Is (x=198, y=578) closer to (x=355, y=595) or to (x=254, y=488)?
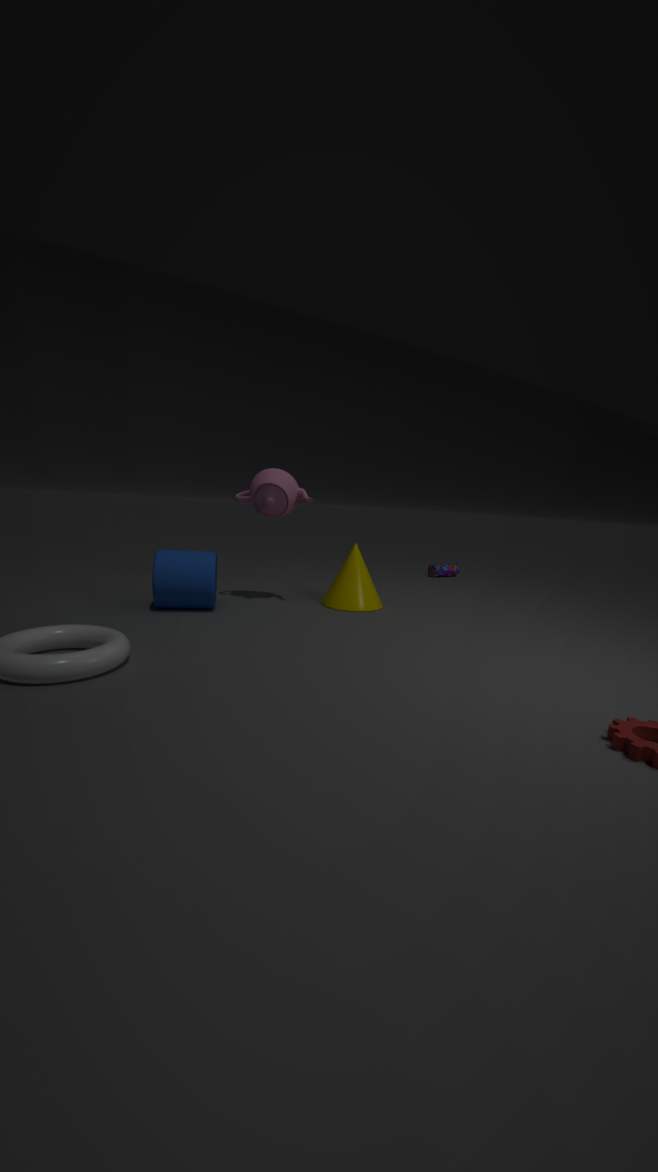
(x=254, y=488)
